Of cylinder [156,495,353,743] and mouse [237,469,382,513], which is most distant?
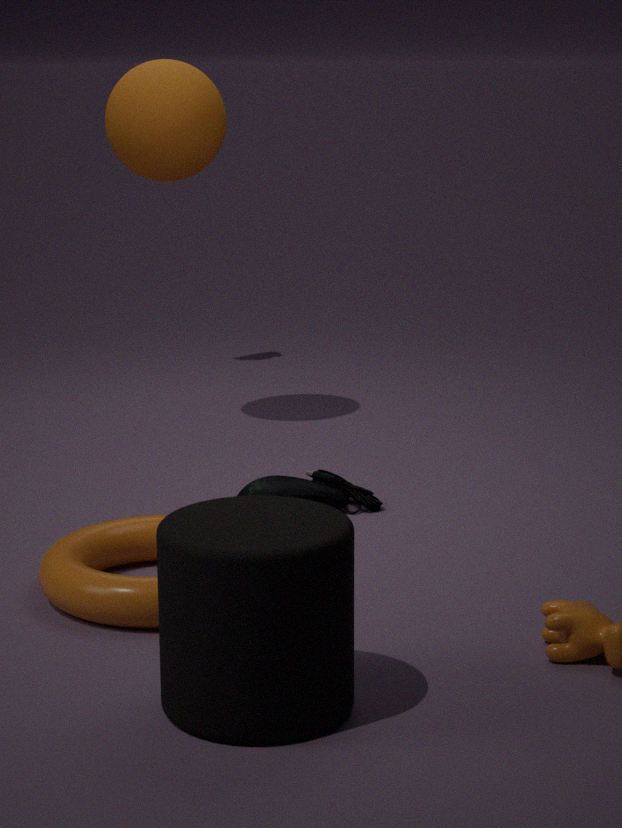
mouse [237,469,382,513]
